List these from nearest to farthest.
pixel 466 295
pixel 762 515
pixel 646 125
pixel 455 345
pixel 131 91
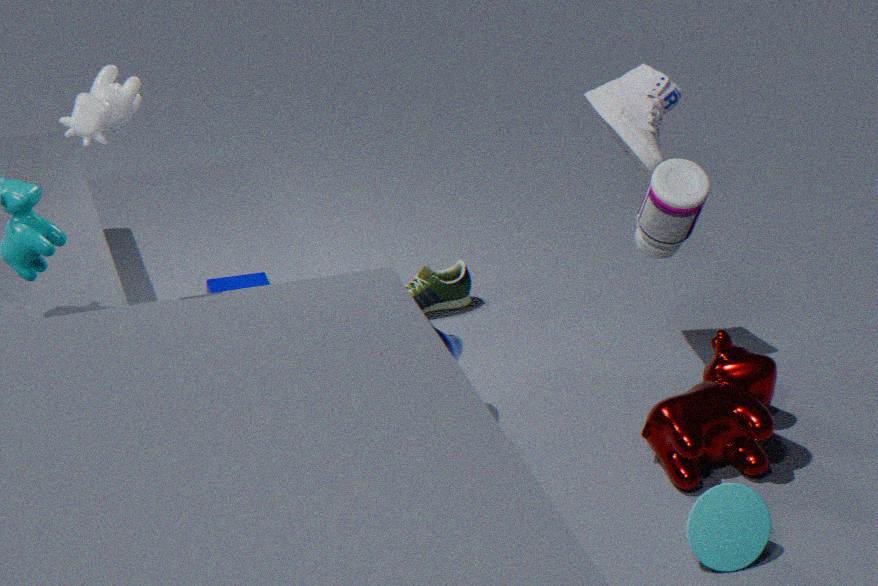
pixel 131 91 < pixel 762 515 < pixel 646 125 < pixel 455 345 < pixel 466 295
